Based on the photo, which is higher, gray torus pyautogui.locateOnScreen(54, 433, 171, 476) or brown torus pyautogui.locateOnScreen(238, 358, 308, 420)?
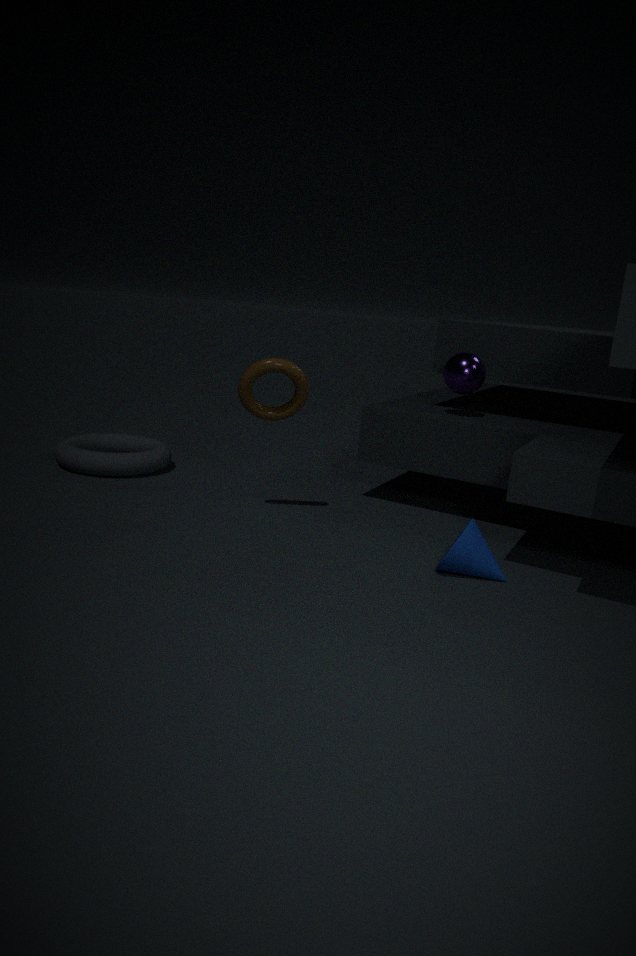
brown torus pyautogui.locateOnScreen(238, 358, 308, 420)
